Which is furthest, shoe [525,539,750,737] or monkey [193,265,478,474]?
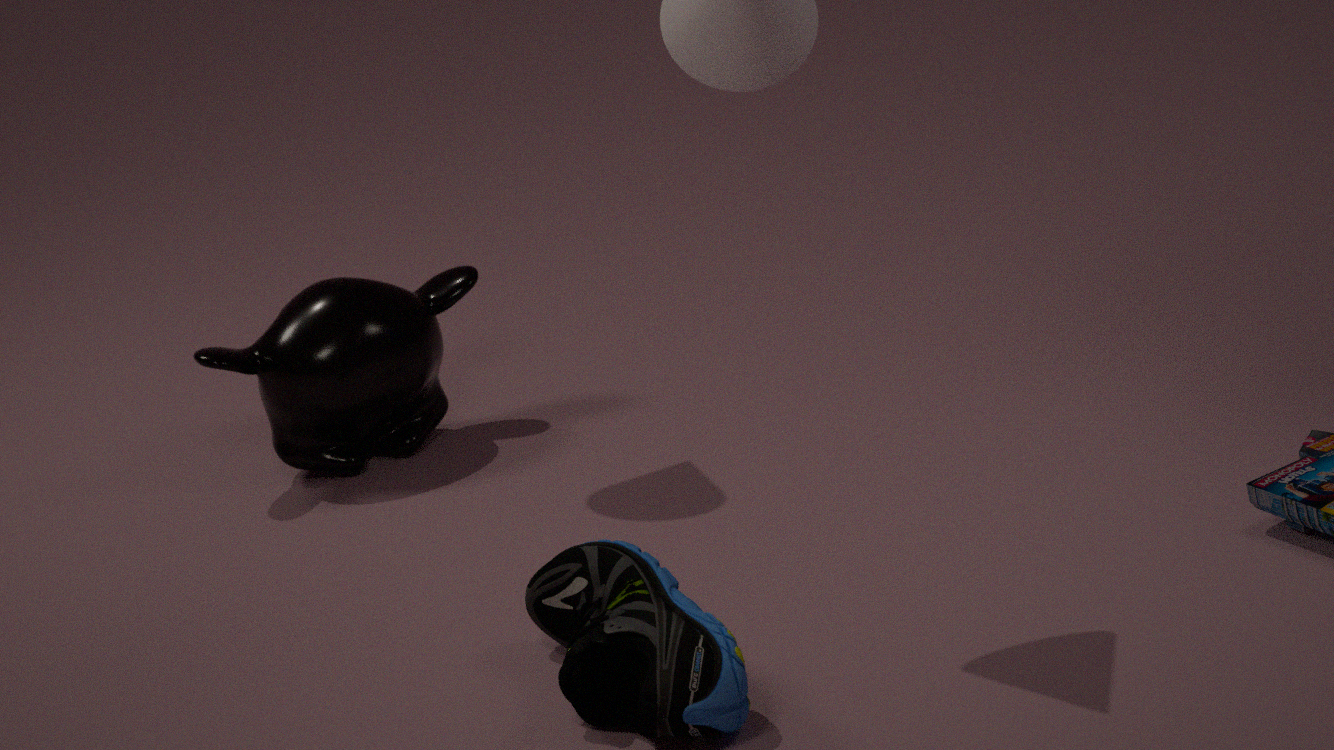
monkey [193,265,478,474]
